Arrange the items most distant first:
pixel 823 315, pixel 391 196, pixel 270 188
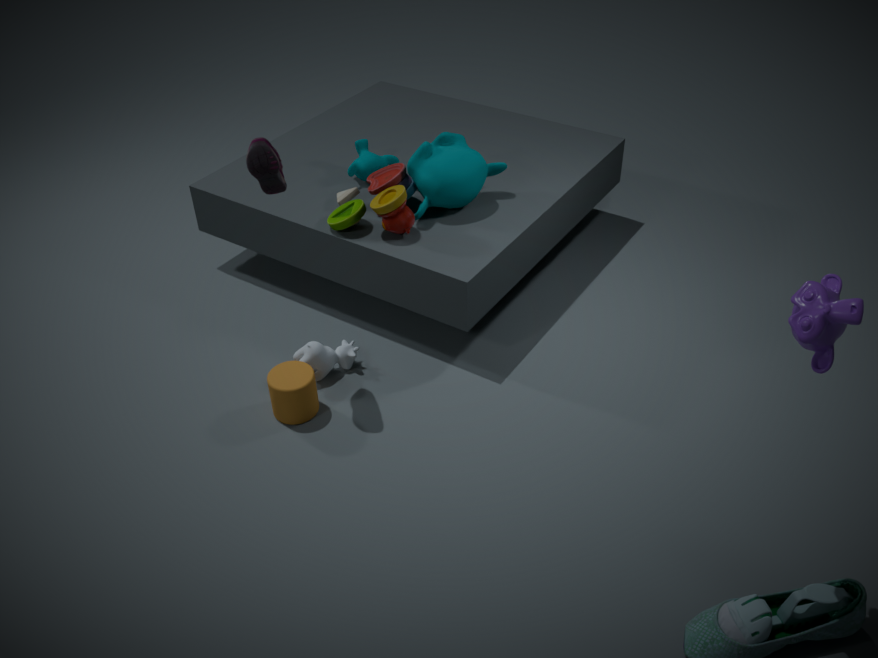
pixel 391 196 → pixel 270 188 → pixel 823 315
